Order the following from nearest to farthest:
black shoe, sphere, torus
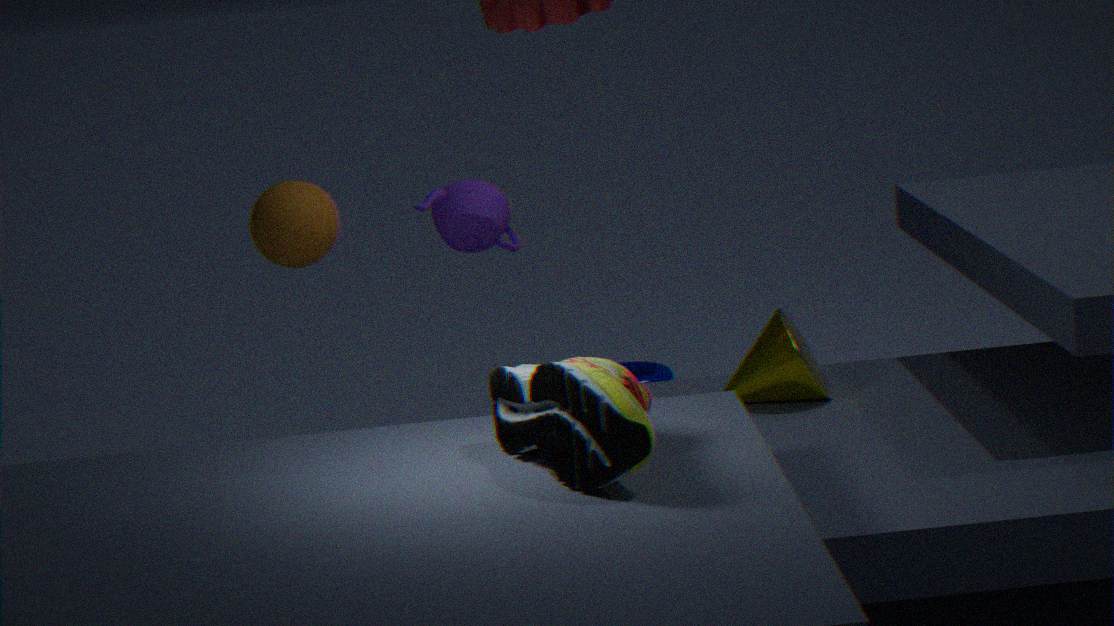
black shoe → sphere → torus
